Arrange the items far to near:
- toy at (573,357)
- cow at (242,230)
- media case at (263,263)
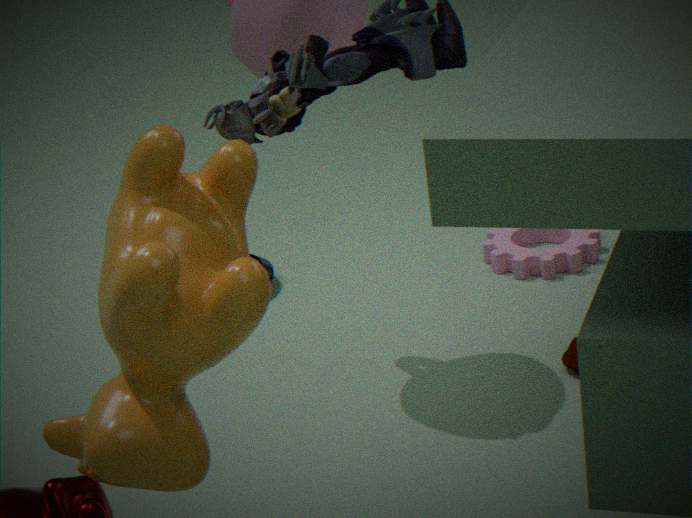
media case at (263,263), toy at (573,357), cow at (242,230)
